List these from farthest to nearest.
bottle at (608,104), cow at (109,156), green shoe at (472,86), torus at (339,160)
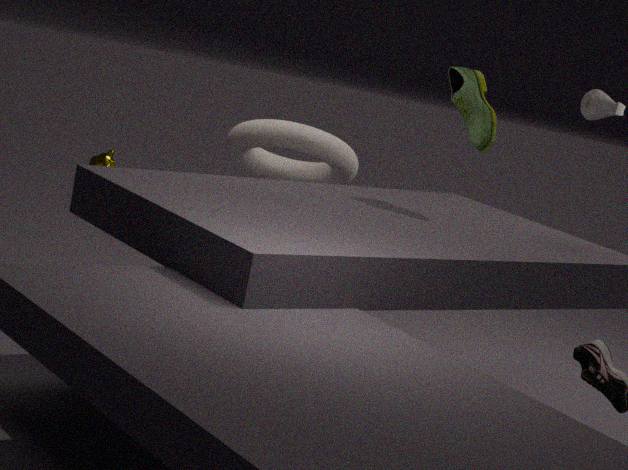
bottle at (608,104) → torus at (339,160) → cow at (109,156) → green shoe at (472,86)
